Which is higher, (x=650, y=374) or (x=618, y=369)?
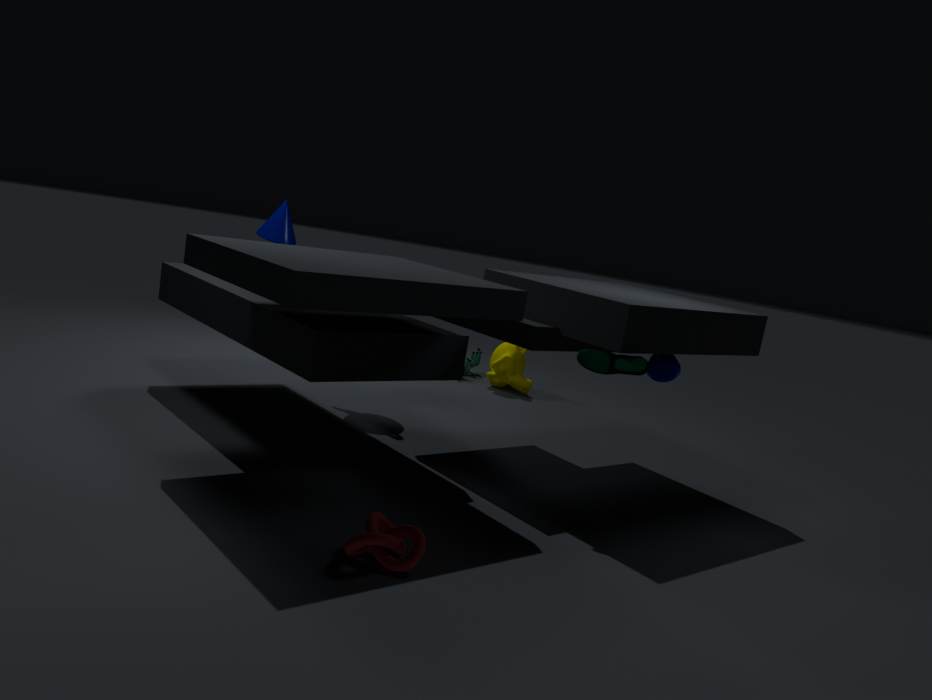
(x=618, y=369)
